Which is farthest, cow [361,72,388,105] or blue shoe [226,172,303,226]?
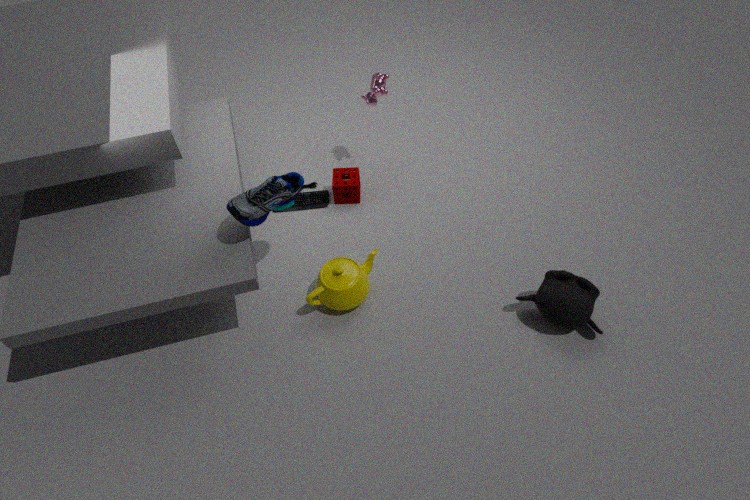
cow [361,72,388,105]
